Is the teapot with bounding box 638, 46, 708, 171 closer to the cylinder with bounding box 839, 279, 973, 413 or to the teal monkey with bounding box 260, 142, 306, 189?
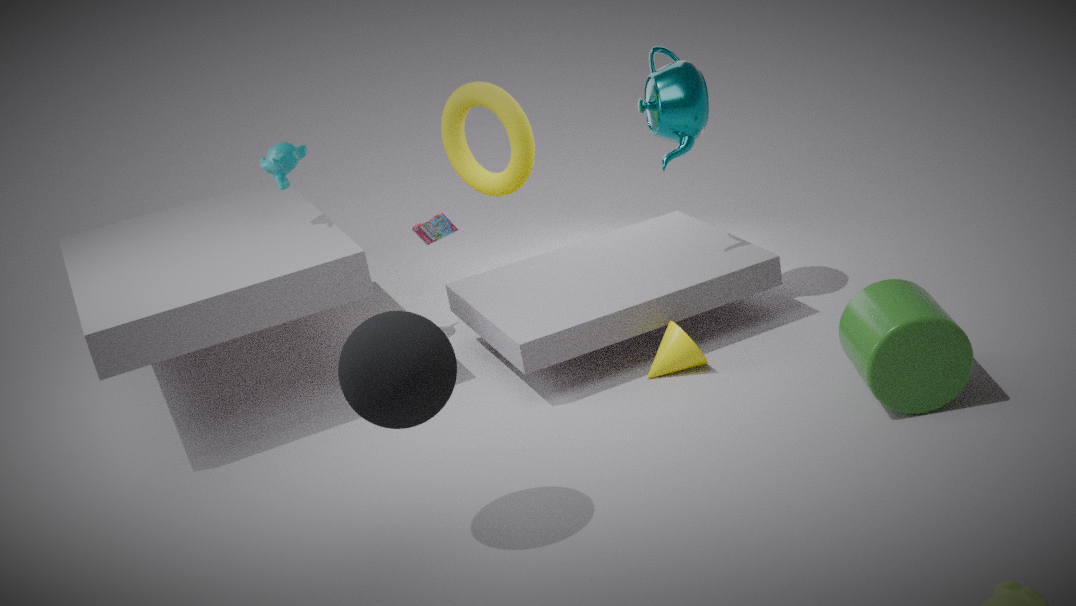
the cylinder with bounding box 839, 279, 973, 413
